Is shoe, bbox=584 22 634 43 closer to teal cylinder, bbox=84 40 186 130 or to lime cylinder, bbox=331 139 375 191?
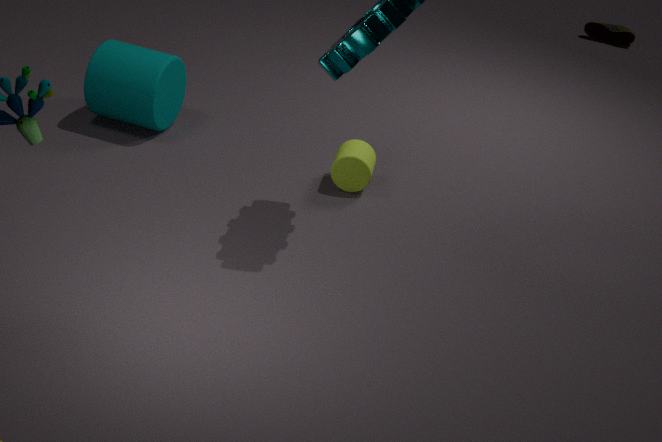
lime cylinder, bbox=331 139 375 191
